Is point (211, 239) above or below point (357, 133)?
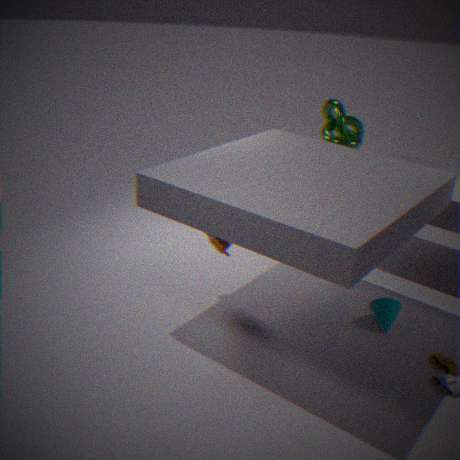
below
